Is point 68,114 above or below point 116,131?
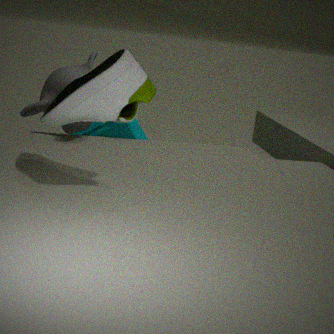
above
